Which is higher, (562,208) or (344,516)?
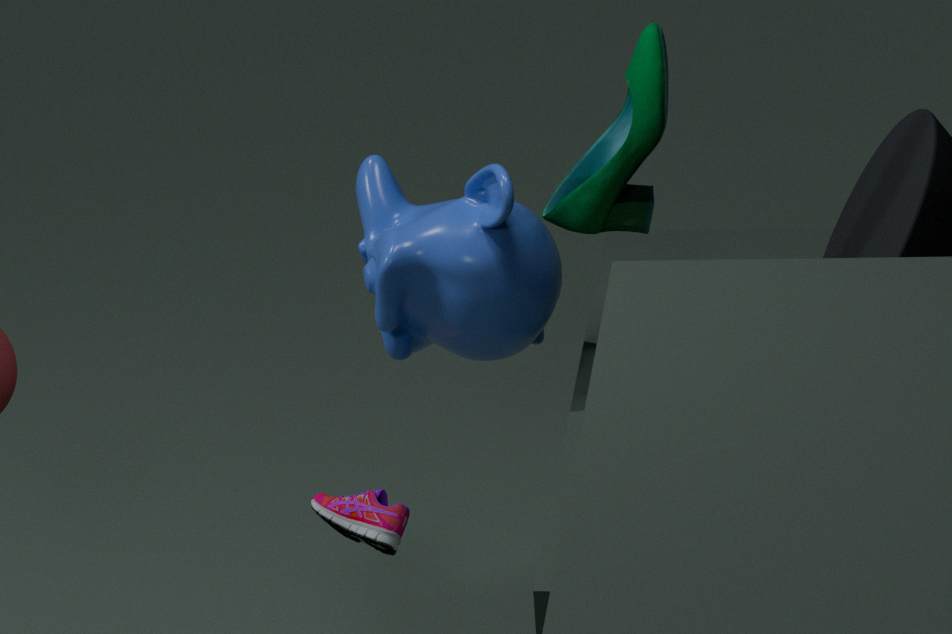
(562,208)
